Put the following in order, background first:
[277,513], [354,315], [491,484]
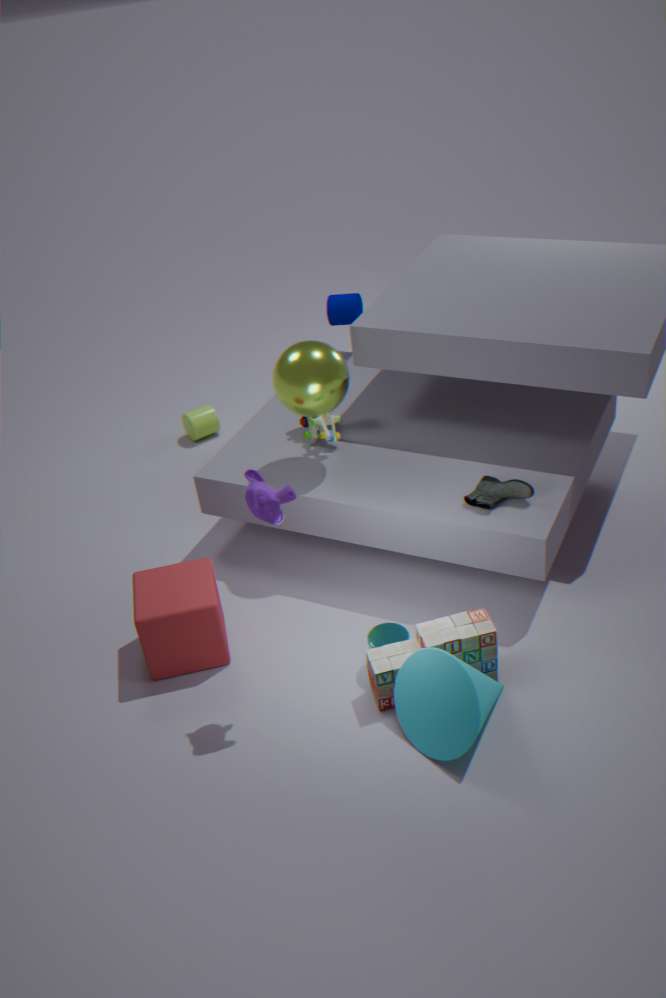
[354,315] → [491,484] → [277,513]
